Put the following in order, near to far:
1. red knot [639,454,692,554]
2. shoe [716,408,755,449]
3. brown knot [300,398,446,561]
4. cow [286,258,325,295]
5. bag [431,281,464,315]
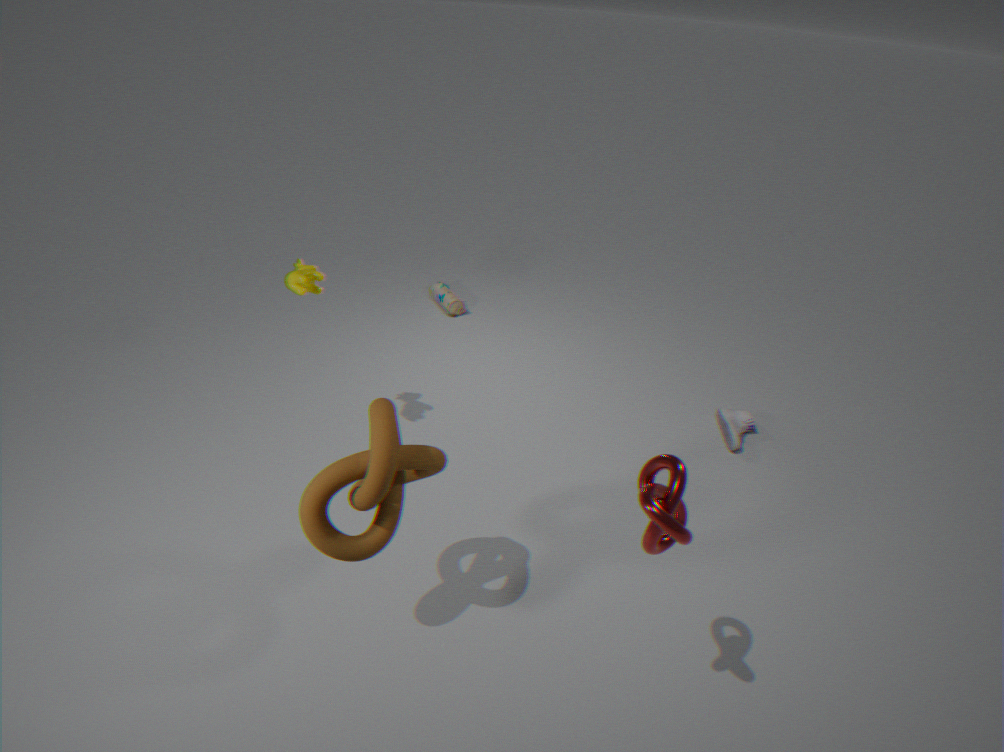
red knot [639,454,692,554] < brown knot [300,398,446,561] < cow [286,258,325,295] < shoe [716,408,755,449] < bag [431,281,464,315]
